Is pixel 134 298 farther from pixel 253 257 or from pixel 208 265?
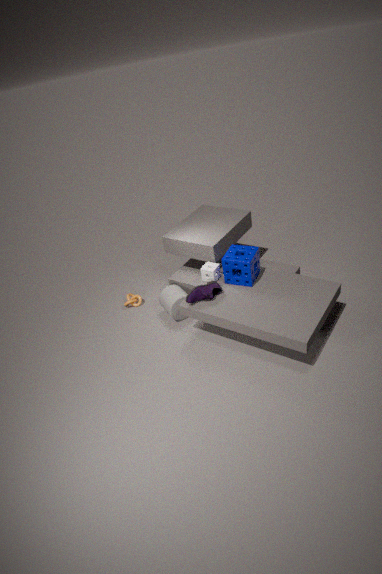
pixel 253 257
